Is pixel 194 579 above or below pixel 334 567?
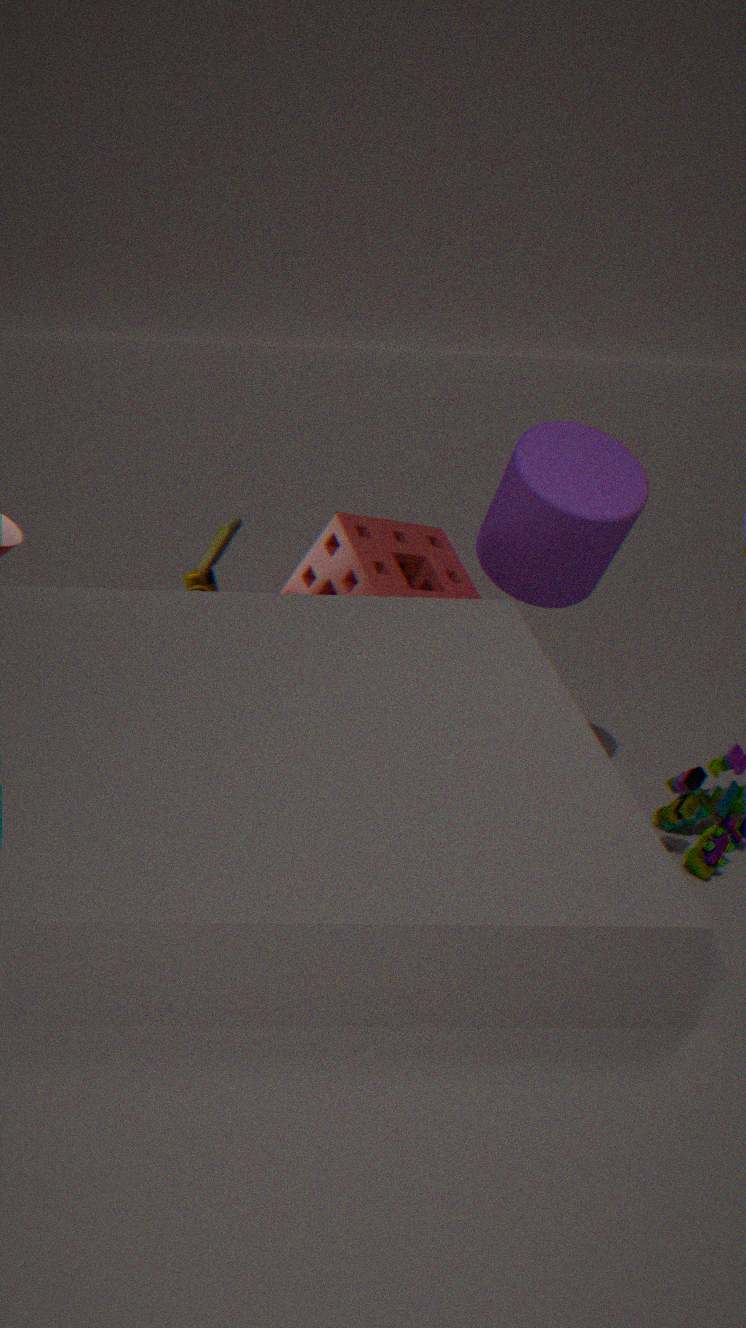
below
